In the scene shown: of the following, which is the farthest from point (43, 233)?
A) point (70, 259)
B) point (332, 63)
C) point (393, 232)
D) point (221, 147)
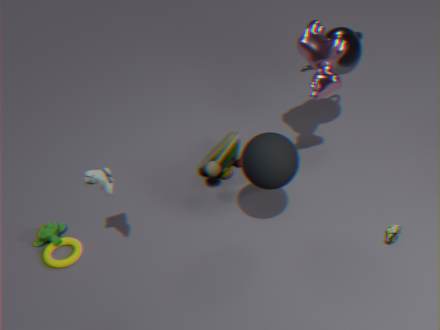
point (393, 232)
